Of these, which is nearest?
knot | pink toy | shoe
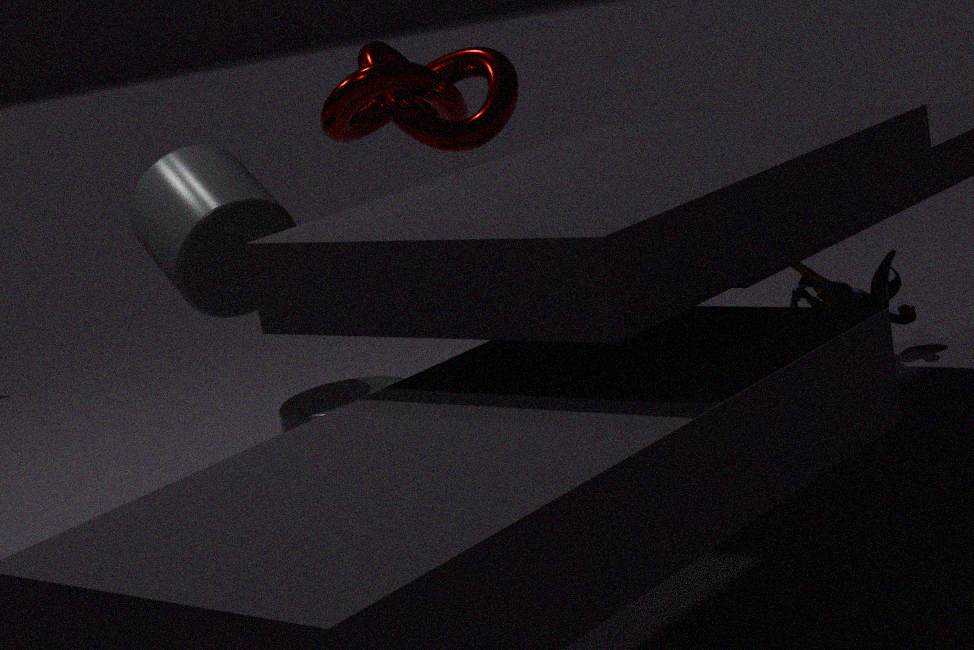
knot
